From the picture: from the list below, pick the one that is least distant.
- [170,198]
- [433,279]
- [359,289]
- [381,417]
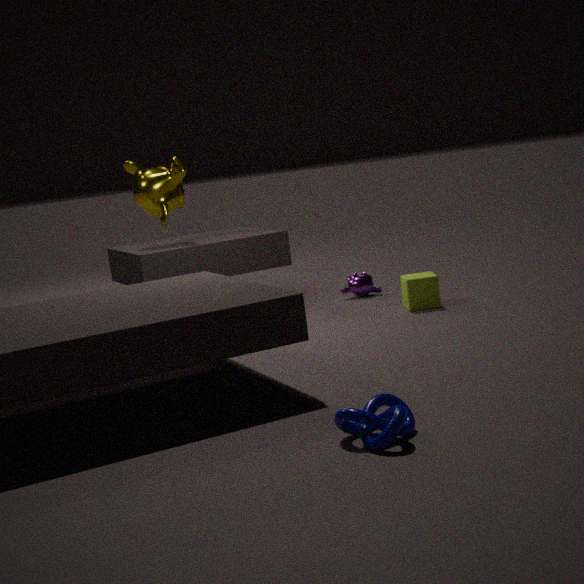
[381,417]
